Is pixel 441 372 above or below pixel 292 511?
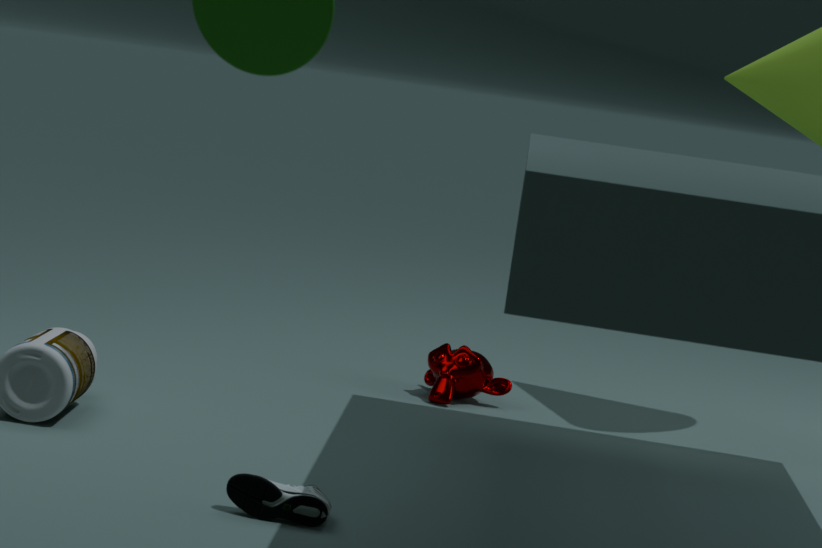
above
